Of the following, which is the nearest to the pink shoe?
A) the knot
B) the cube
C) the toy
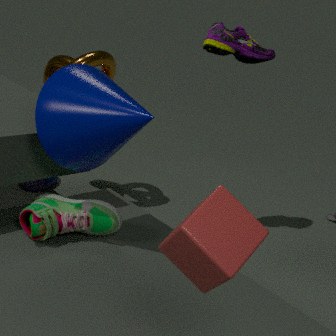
the knot
